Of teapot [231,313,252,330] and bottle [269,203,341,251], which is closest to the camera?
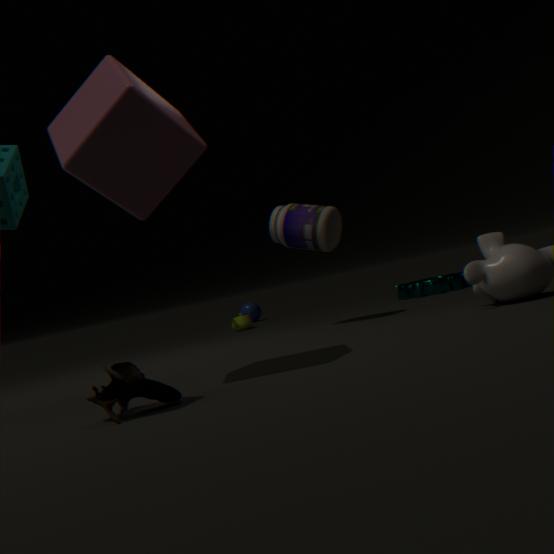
bottle [269,203,341,251]
